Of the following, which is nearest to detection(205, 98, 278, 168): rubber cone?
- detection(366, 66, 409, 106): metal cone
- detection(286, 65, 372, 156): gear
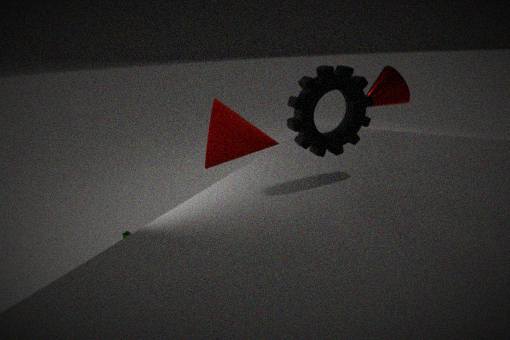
detection(366, 66, 409, 106): metal cone
